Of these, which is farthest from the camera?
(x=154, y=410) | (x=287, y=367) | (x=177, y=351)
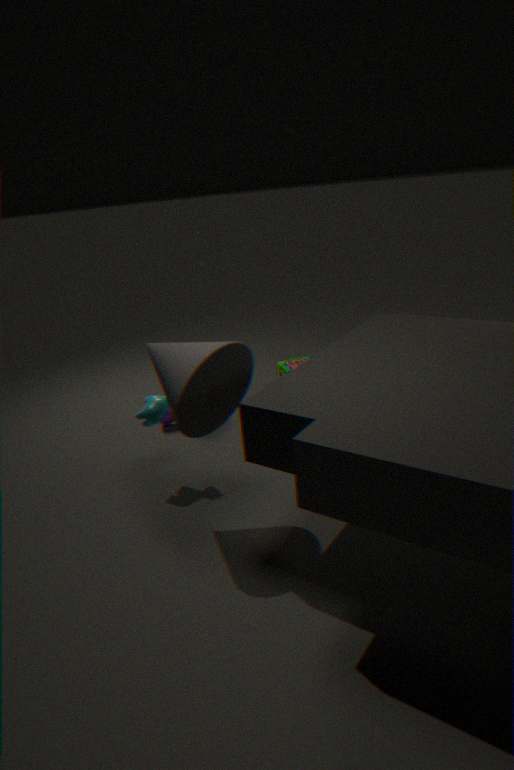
(x=287, y=367)
